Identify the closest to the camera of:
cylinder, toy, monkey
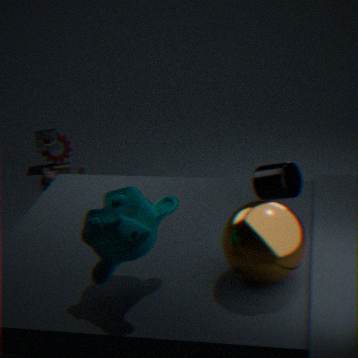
monkey
